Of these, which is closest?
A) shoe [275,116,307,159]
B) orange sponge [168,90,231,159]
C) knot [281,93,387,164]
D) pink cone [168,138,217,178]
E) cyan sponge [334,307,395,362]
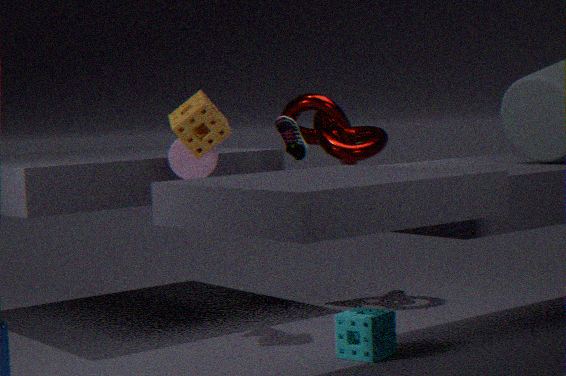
cyan sponge [334,307,395,362]
